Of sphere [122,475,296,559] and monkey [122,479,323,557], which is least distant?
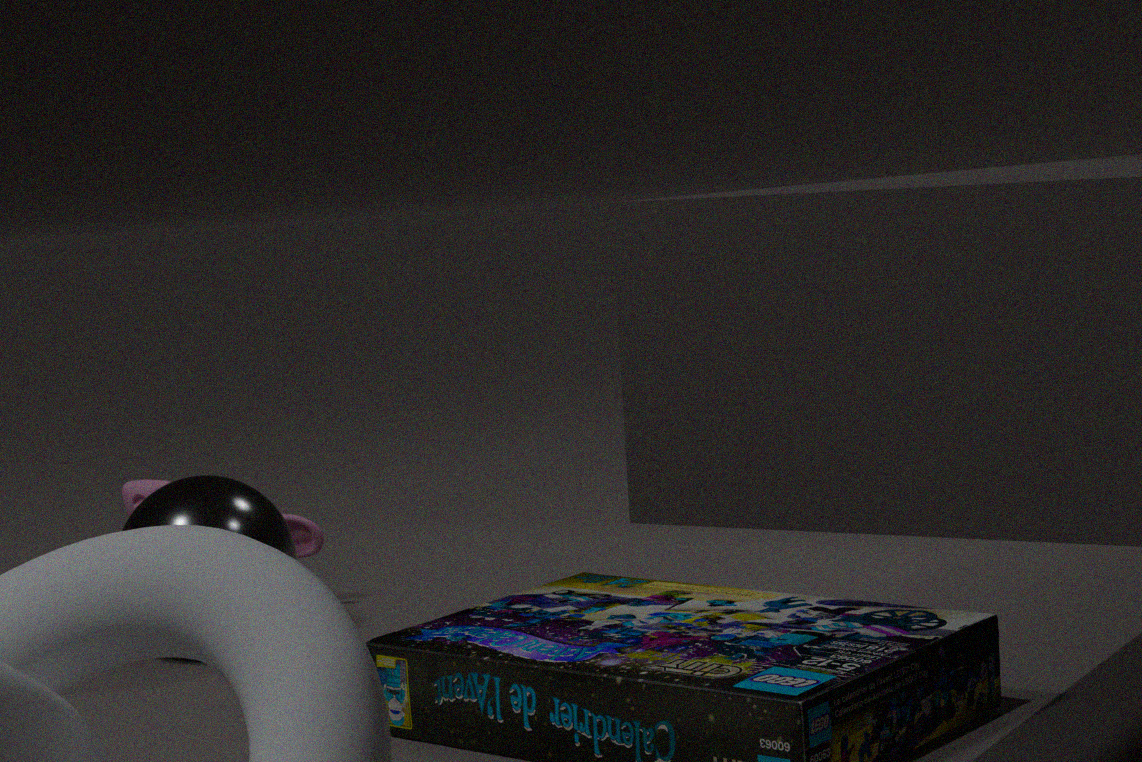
sphere [122,475,296,559]
